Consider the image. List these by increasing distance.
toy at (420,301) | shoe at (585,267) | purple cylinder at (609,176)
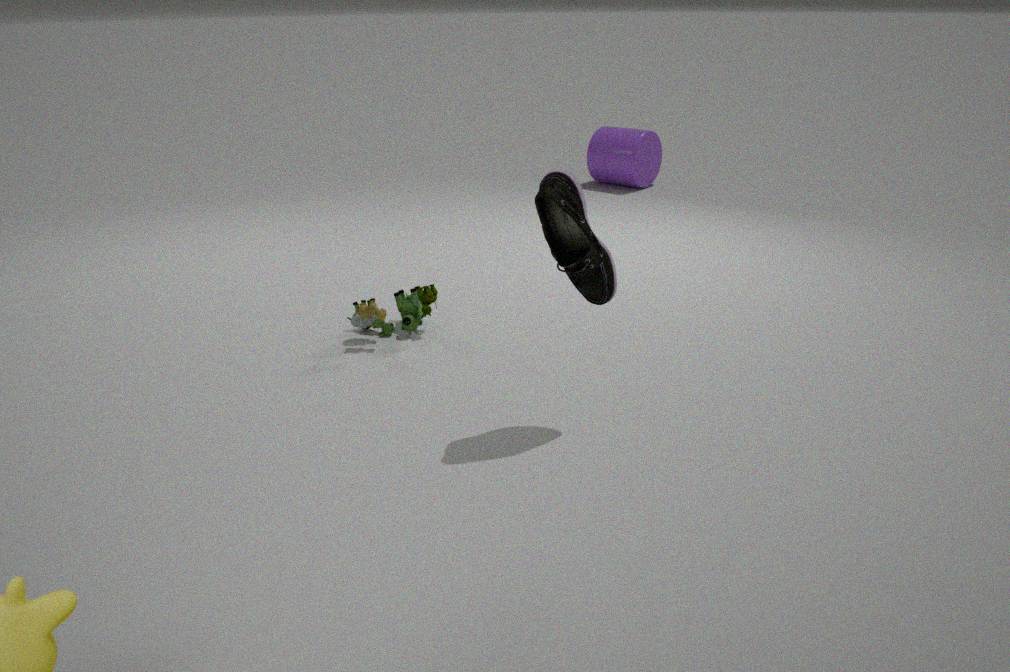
shoe at (585,267) → toy at (420,301) → purple cylinder at (609,176)
